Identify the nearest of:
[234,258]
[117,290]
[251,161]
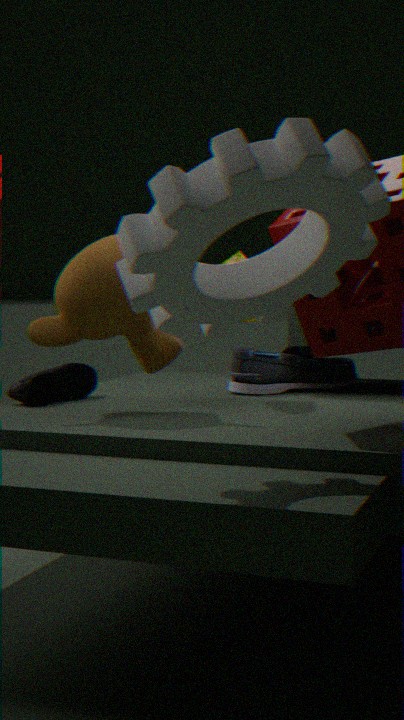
[251,161]
